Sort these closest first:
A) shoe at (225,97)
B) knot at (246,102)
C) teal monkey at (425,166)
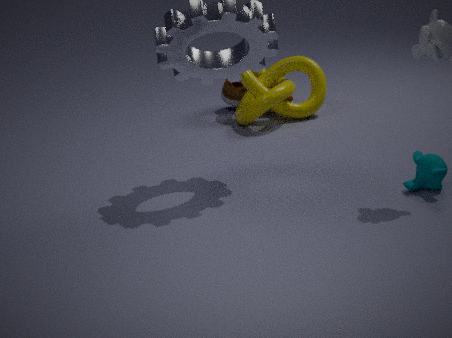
teal monkey at (425,166) < knot at (246,102) < shoe at (225,97)
